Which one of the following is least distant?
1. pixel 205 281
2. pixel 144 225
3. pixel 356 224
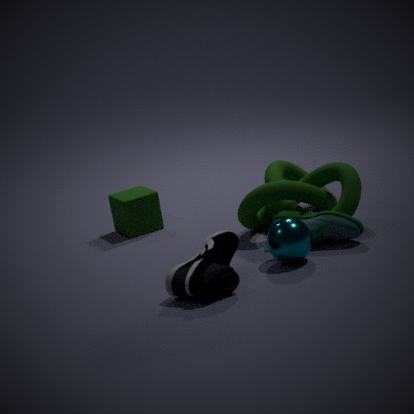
pixel 205 281
